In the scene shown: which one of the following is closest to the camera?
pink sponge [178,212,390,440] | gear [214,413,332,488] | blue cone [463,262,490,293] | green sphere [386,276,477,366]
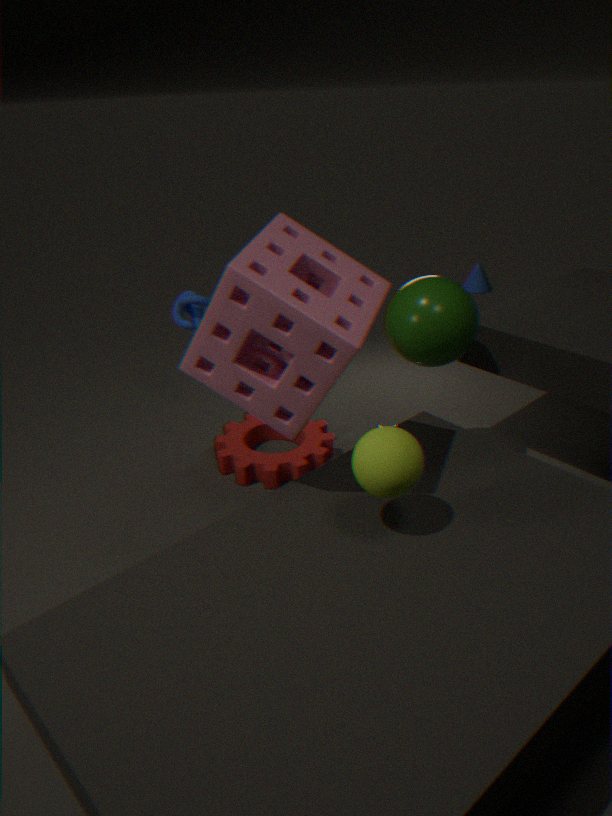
pink sponge [178,212,390,440]
